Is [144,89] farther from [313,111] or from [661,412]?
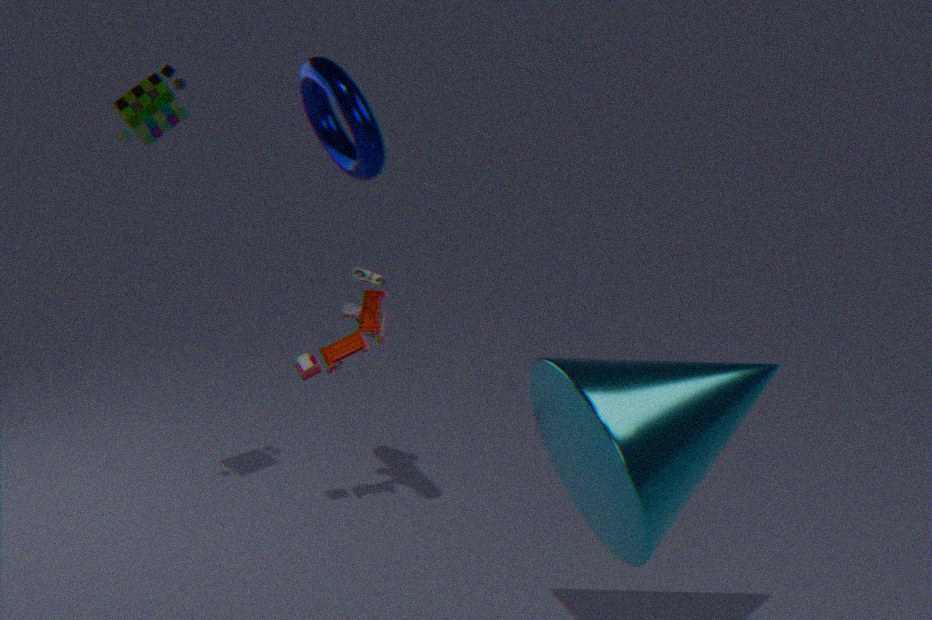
[661,412]
